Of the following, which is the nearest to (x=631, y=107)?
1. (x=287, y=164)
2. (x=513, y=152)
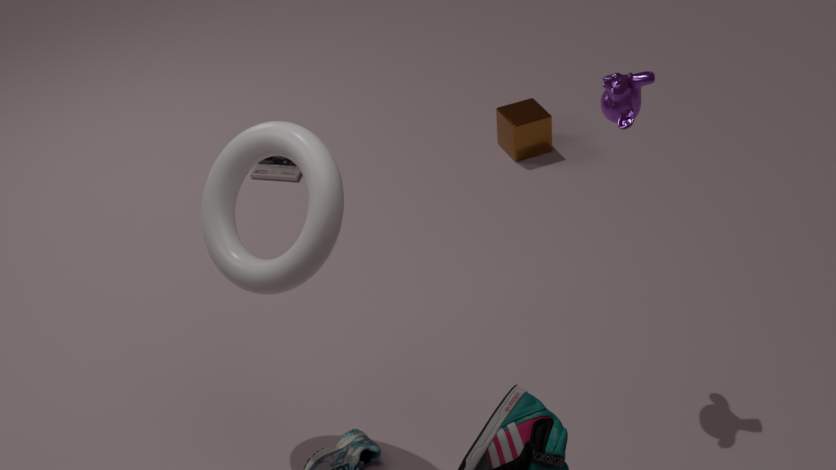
(x=513, y=152)
